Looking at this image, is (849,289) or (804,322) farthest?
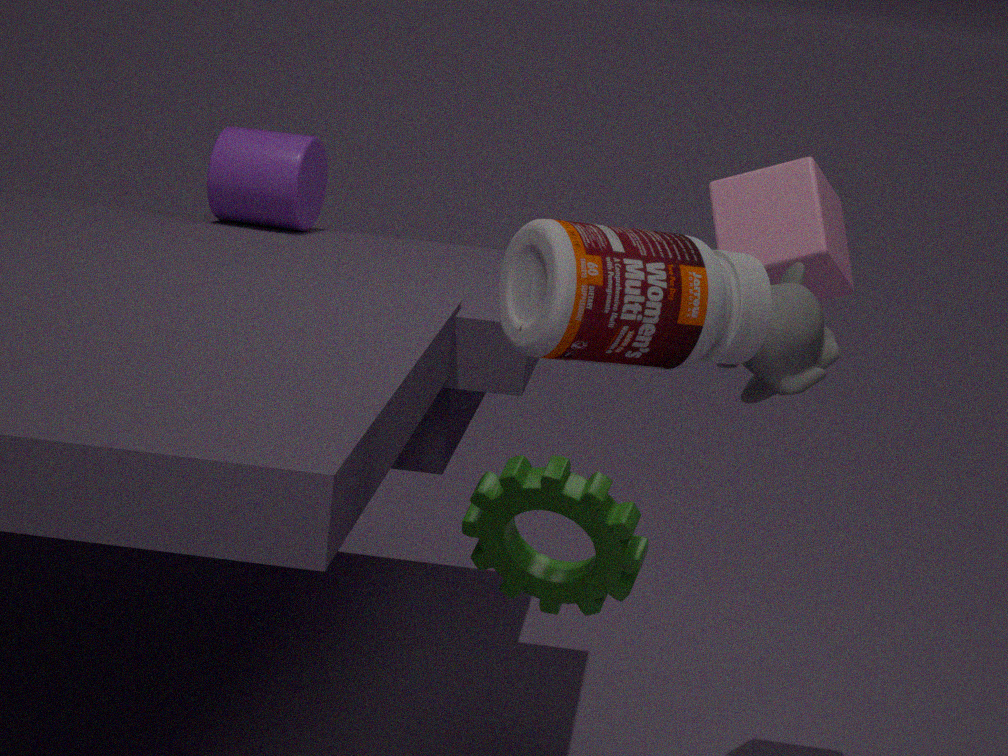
(849,289)
